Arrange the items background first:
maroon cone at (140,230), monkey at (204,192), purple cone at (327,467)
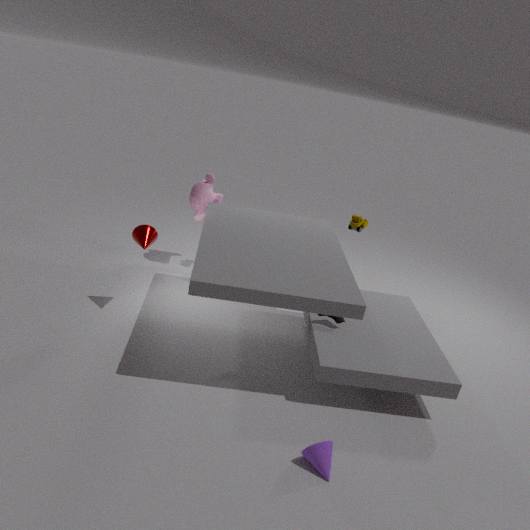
monkey at (204,192)
maroon cone at (140,230)
purple cone at (327,467)
